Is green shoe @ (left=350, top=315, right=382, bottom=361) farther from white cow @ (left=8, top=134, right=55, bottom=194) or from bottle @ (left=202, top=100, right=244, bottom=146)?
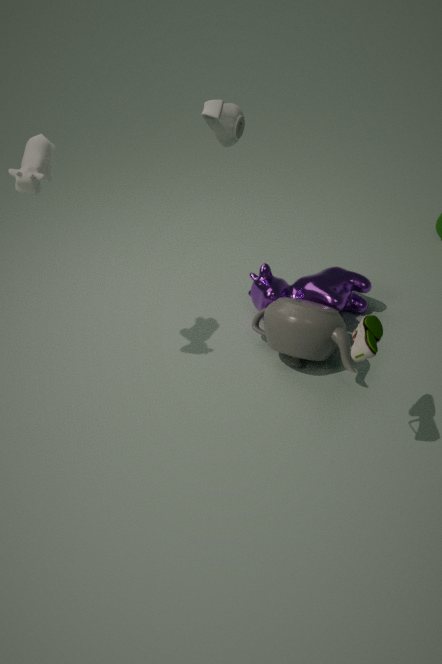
white cow @ (left=8, top=134, right=55, bottom=194)
